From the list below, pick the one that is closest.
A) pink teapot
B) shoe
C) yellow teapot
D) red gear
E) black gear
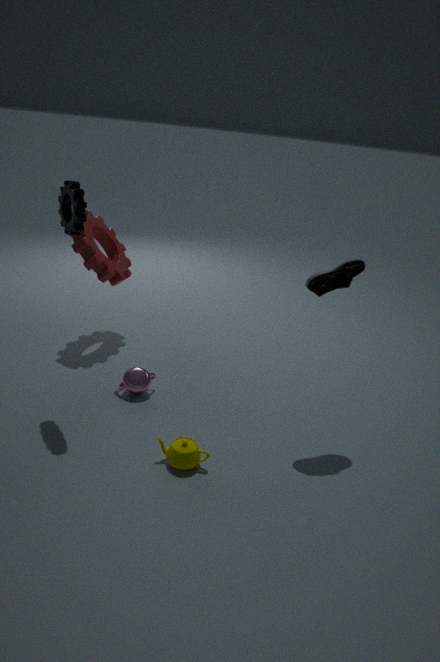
yellow teapot
